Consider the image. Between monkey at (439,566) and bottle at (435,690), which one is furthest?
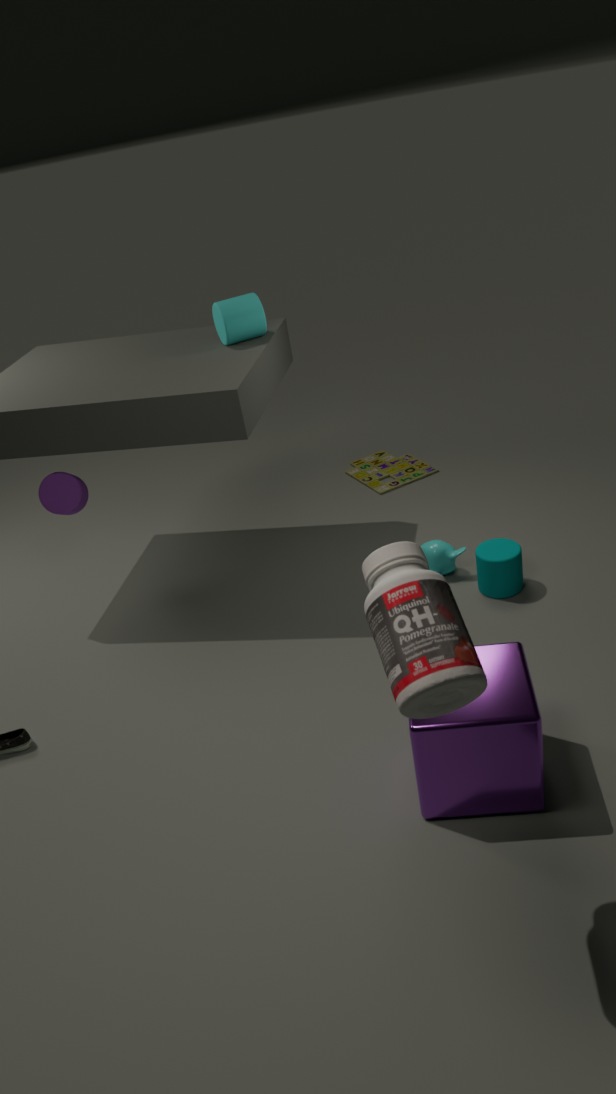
monkey at (439,566)
